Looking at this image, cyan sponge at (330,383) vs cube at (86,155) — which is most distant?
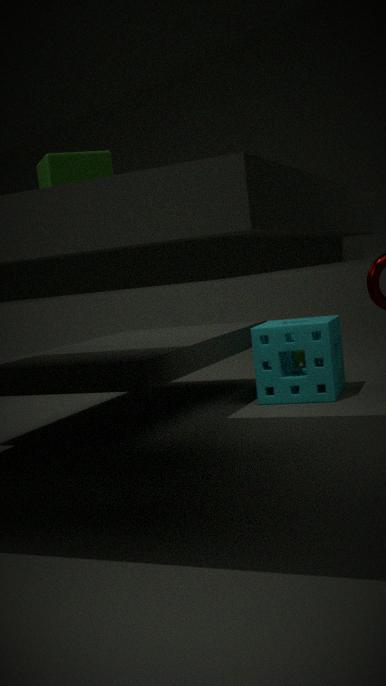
cyan sponge at (330,383)
